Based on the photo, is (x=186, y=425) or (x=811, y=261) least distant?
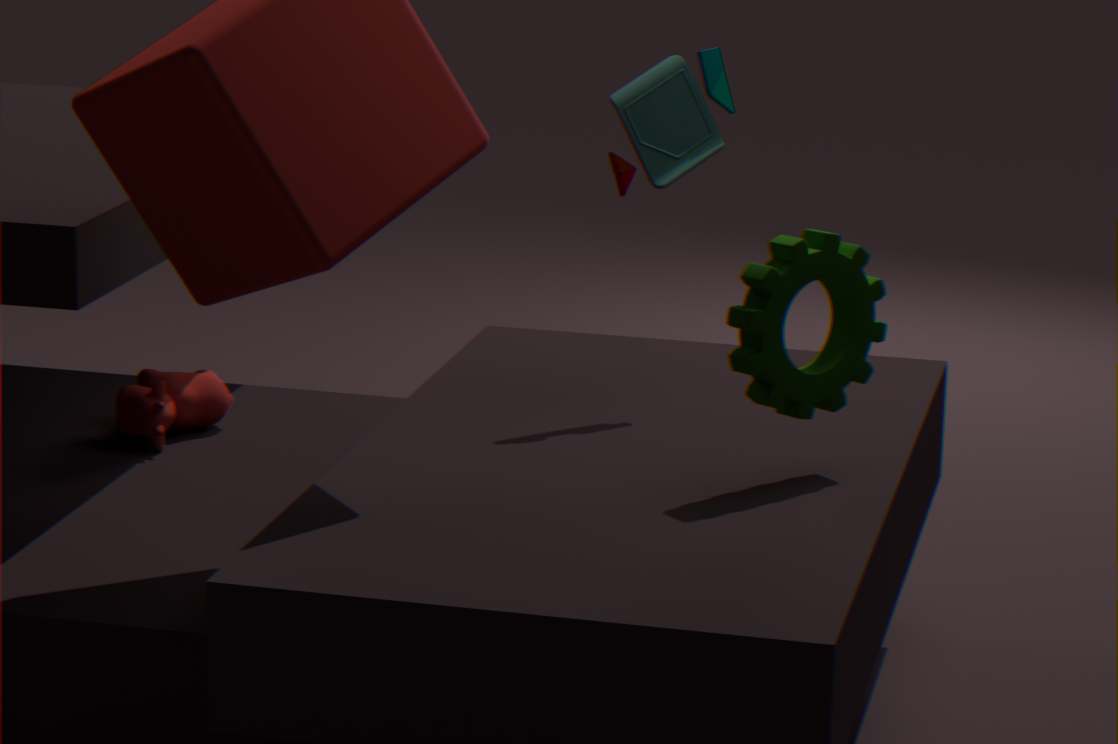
(x=811, y=261)
